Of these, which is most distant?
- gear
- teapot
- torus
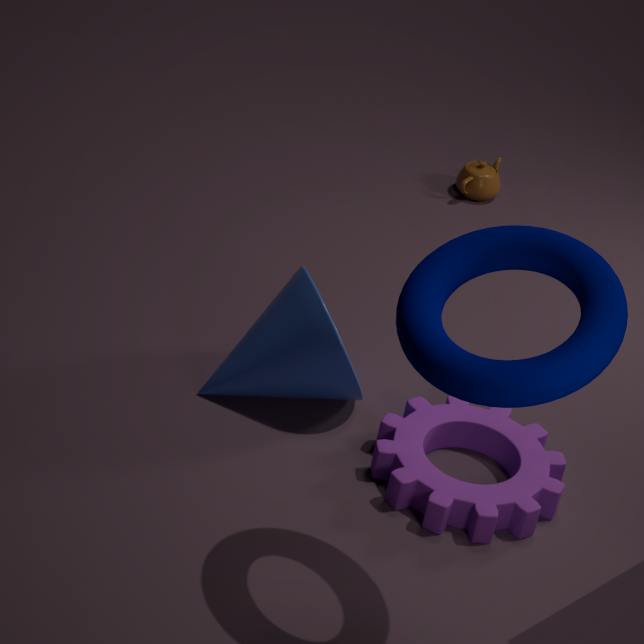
teapot
